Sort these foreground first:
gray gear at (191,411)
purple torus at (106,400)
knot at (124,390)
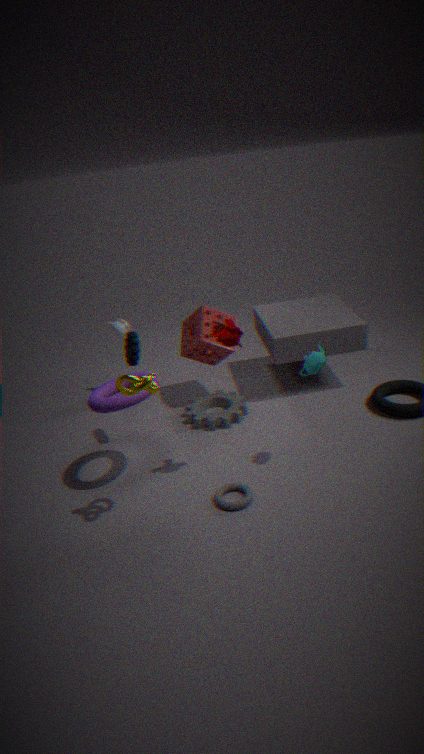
knot at (124,390)
purple torus at (106,400)
gray gear at (191,411)
